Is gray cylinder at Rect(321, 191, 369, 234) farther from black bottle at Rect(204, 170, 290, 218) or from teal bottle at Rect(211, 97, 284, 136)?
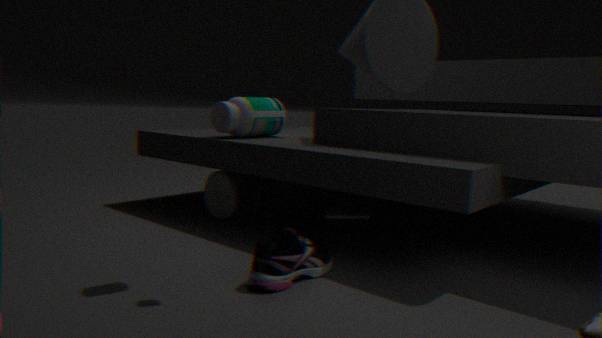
teal bottle at Rect(211, 97, 284, 136)
